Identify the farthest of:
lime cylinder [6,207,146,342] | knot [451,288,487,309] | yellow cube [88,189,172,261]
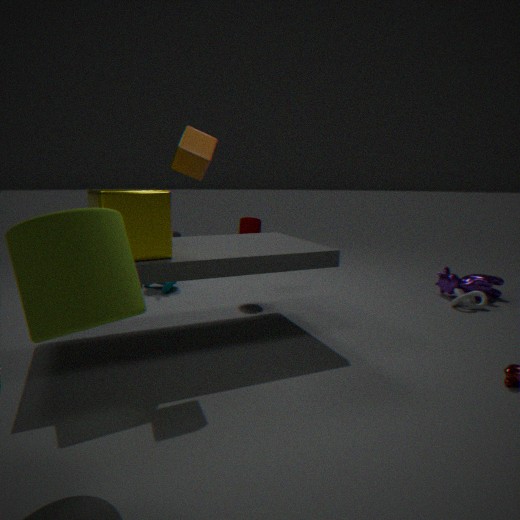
knot [451,288,487,309]
